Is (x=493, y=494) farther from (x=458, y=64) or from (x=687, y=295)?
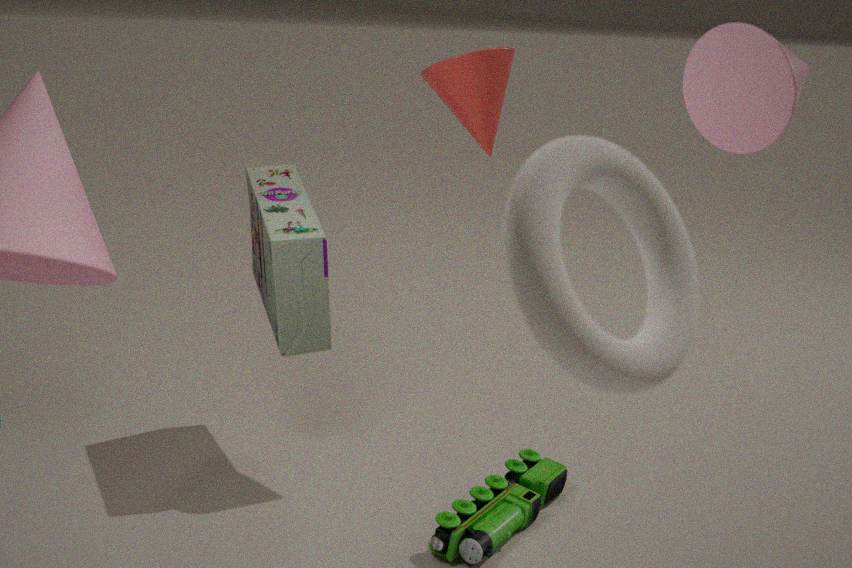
(x=687, y=295)
